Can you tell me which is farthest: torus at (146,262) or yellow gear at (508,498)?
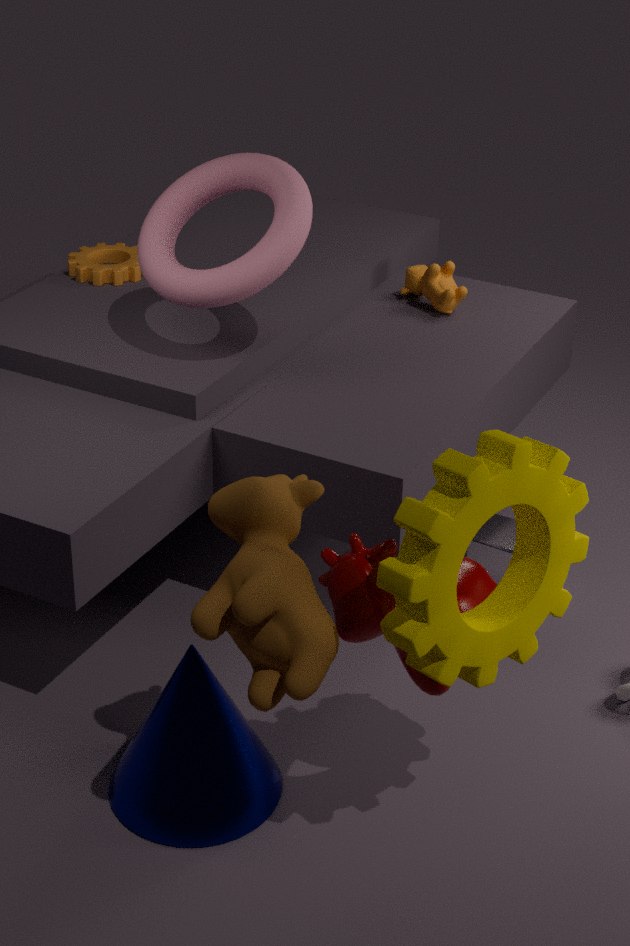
torus at (146,262)
